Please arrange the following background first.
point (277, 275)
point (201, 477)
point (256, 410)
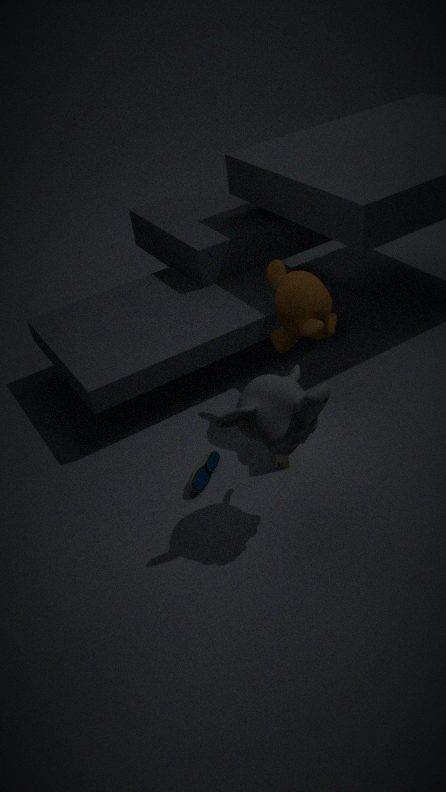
point (277, 275), point (201, 477), point (256, 410)
